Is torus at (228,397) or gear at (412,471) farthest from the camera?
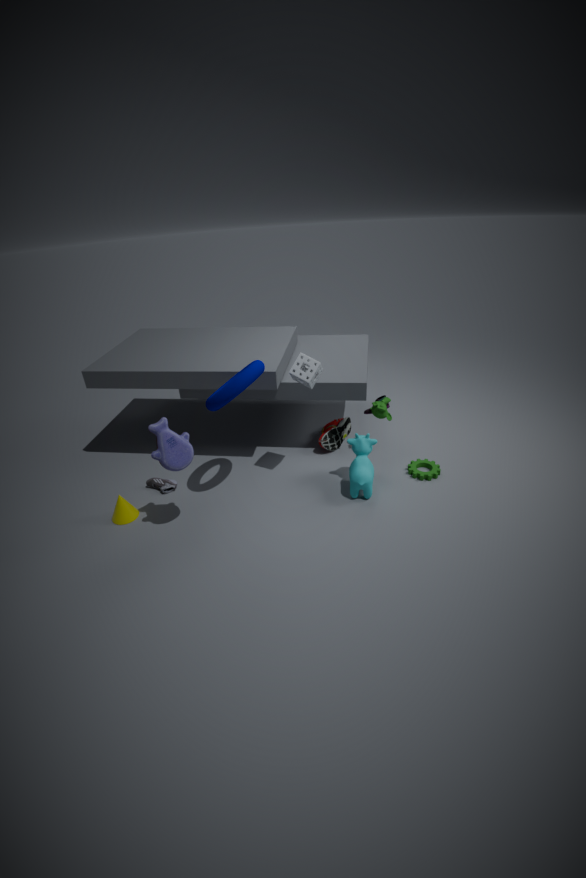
gear at (412,471)
